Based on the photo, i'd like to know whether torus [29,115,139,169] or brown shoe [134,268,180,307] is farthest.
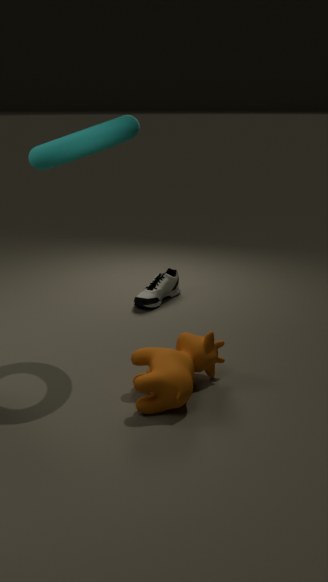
brown shoe [134,268,180,307]
